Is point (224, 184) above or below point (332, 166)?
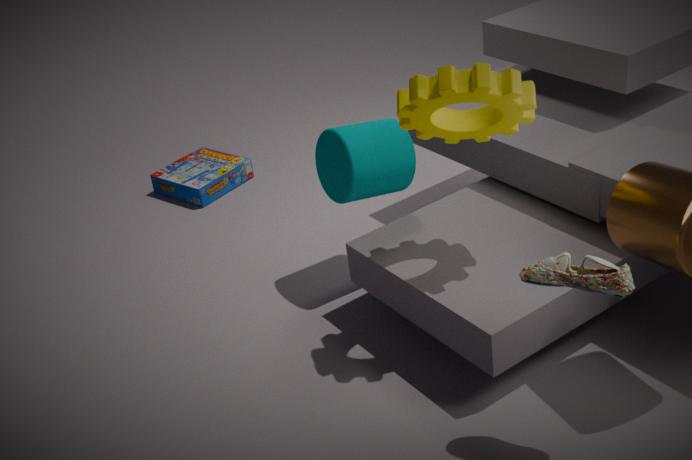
below
